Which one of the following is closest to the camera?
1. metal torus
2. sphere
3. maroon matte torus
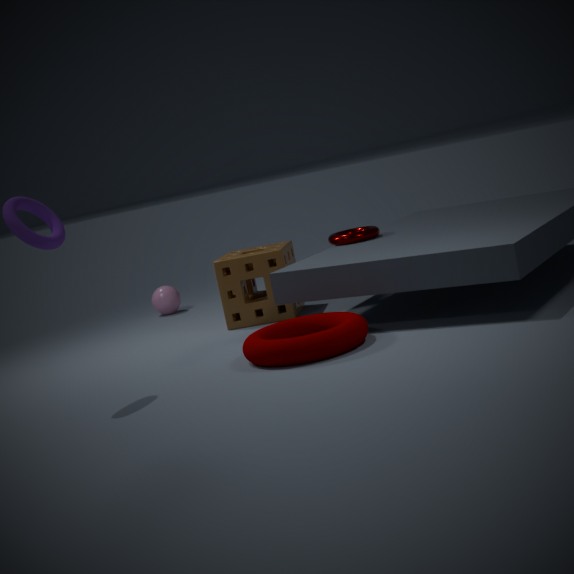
maroon matte torus
